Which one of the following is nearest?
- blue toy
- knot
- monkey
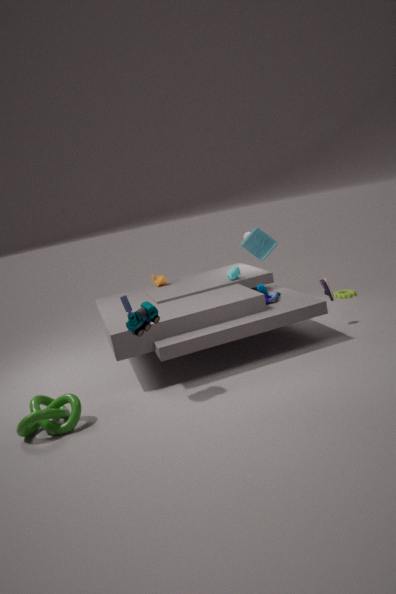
knot
